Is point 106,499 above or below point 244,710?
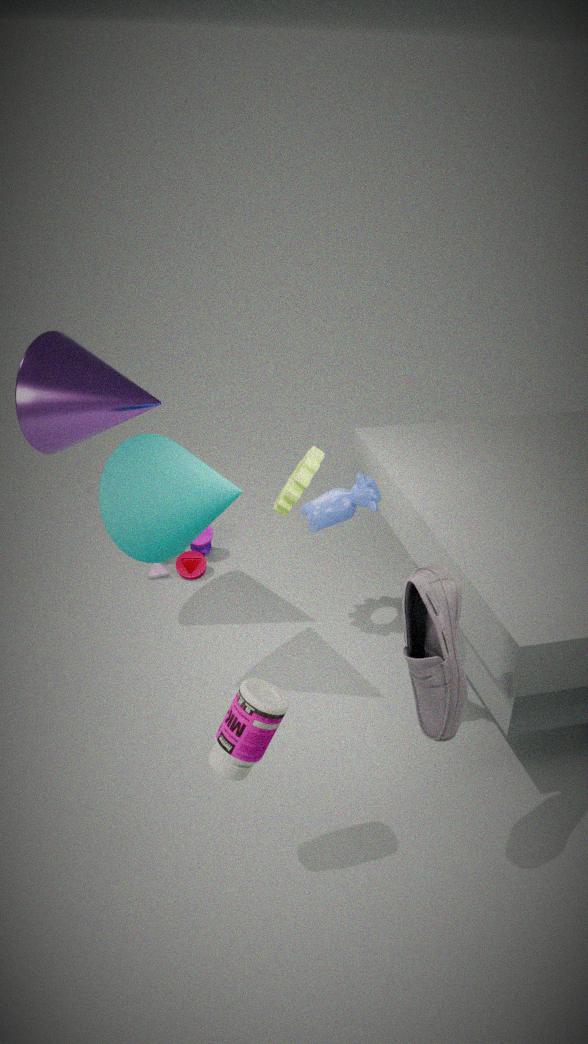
above
